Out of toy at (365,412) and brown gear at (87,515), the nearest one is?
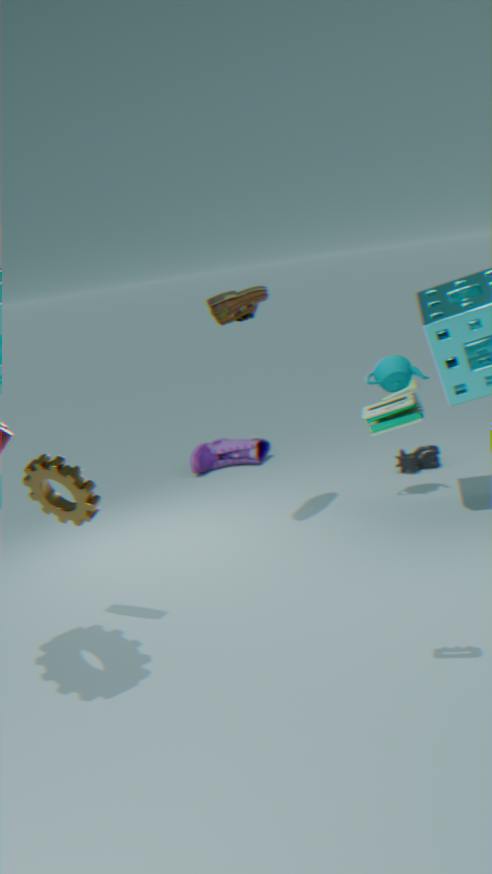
toy at (365,412)
